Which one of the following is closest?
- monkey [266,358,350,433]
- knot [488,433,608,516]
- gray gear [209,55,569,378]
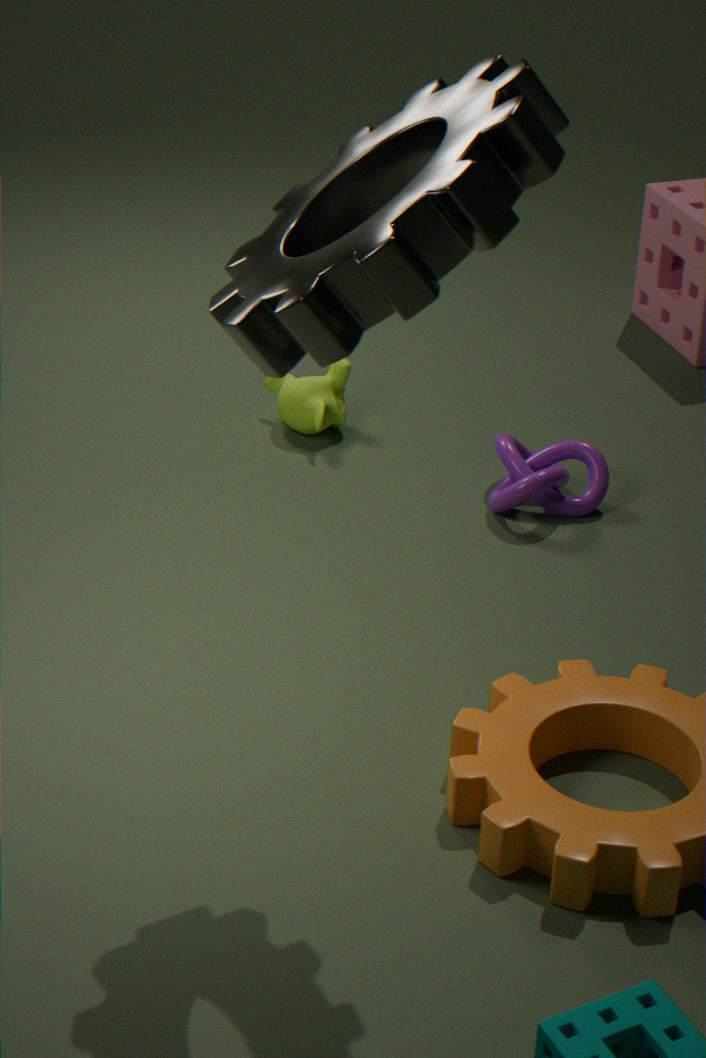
gray gear [209,55,569,378]
